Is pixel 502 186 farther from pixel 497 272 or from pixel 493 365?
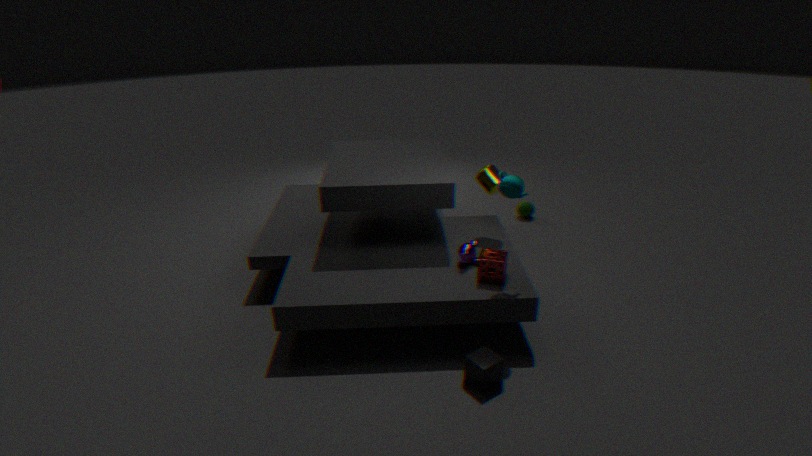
pixel 493 365
